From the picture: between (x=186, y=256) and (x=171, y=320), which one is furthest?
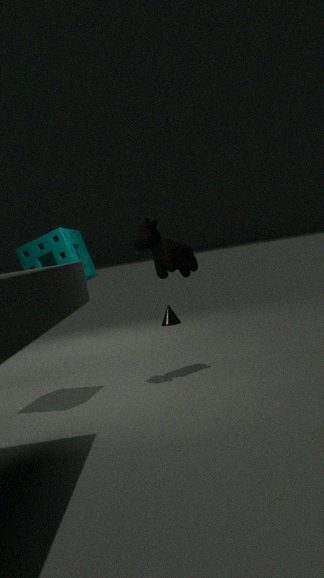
(x=171, y=320)
